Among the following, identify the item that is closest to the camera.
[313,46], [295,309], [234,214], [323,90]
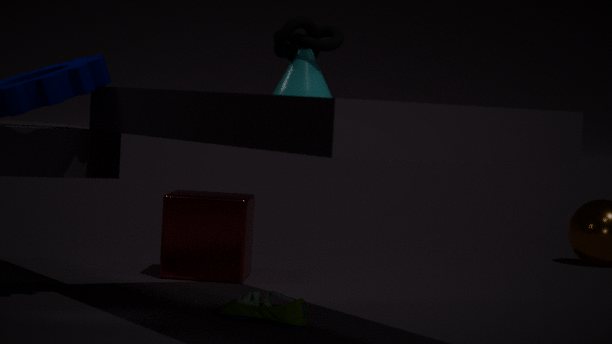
[295,309]
